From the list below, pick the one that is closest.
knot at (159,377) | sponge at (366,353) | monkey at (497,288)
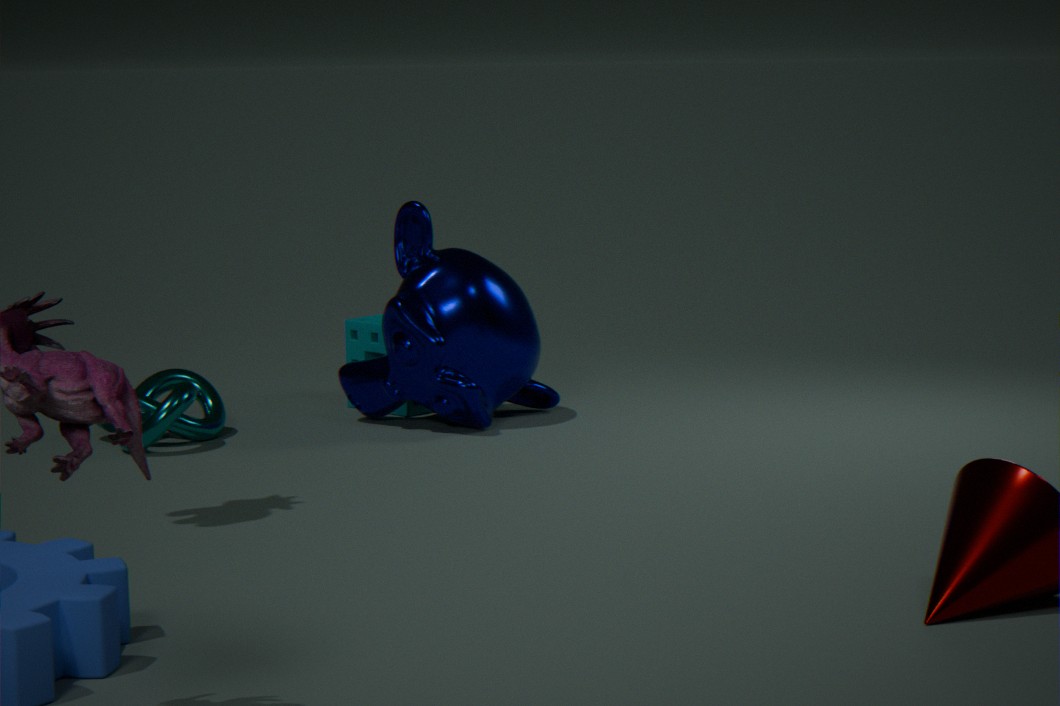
knot at (159,377)
